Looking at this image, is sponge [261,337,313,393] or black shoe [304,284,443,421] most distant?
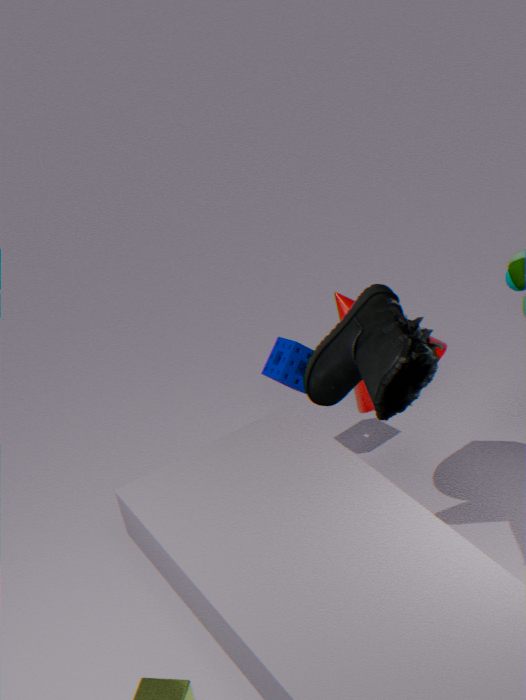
sponge [261,337,313,393]
